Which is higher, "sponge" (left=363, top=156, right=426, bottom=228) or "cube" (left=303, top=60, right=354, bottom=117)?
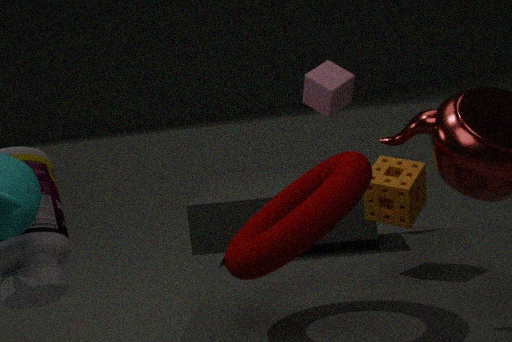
"cube" (left=303, top=60, right=354, bottom=117)
